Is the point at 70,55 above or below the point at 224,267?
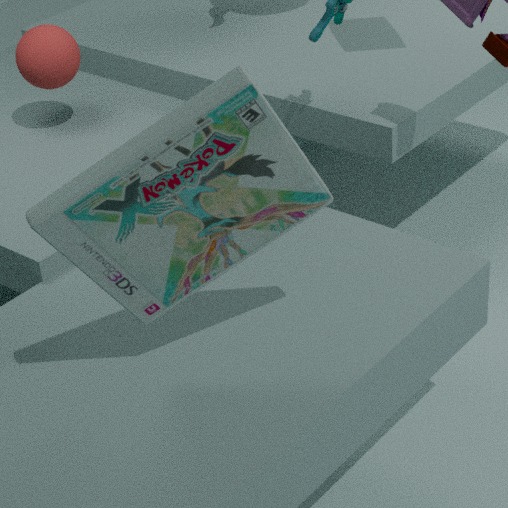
below
